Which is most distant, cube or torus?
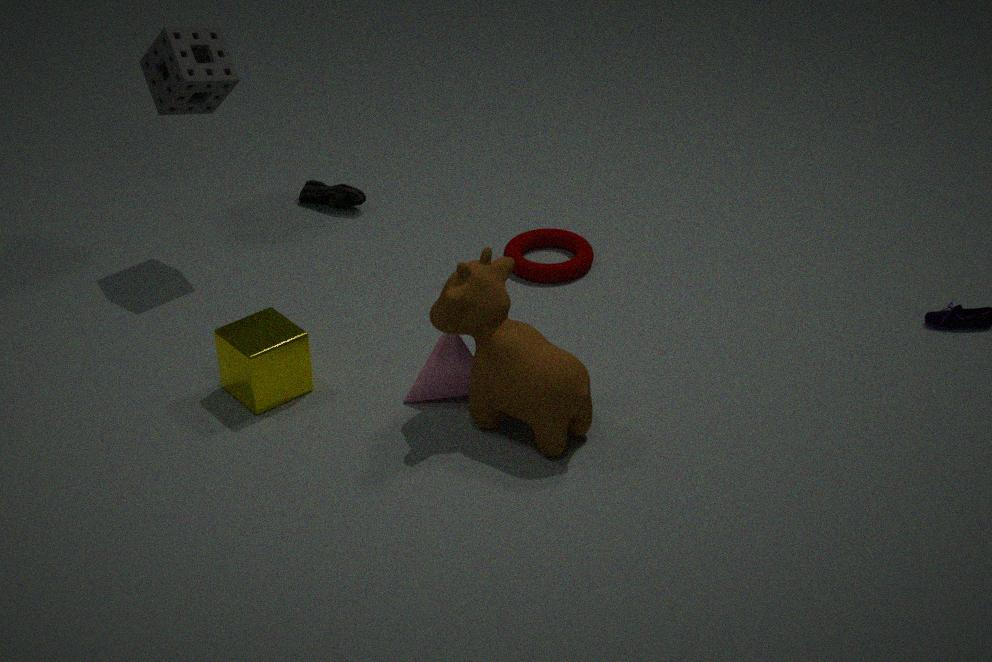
torus
